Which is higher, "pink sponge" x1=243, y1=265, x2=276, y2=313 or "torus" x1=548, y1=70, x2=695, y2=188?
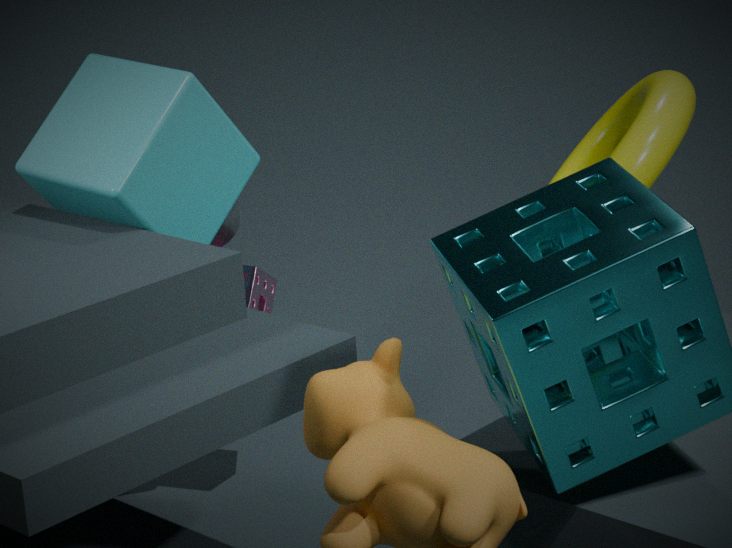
"torus" x1=548, y1=70, x2=695, y2=188
